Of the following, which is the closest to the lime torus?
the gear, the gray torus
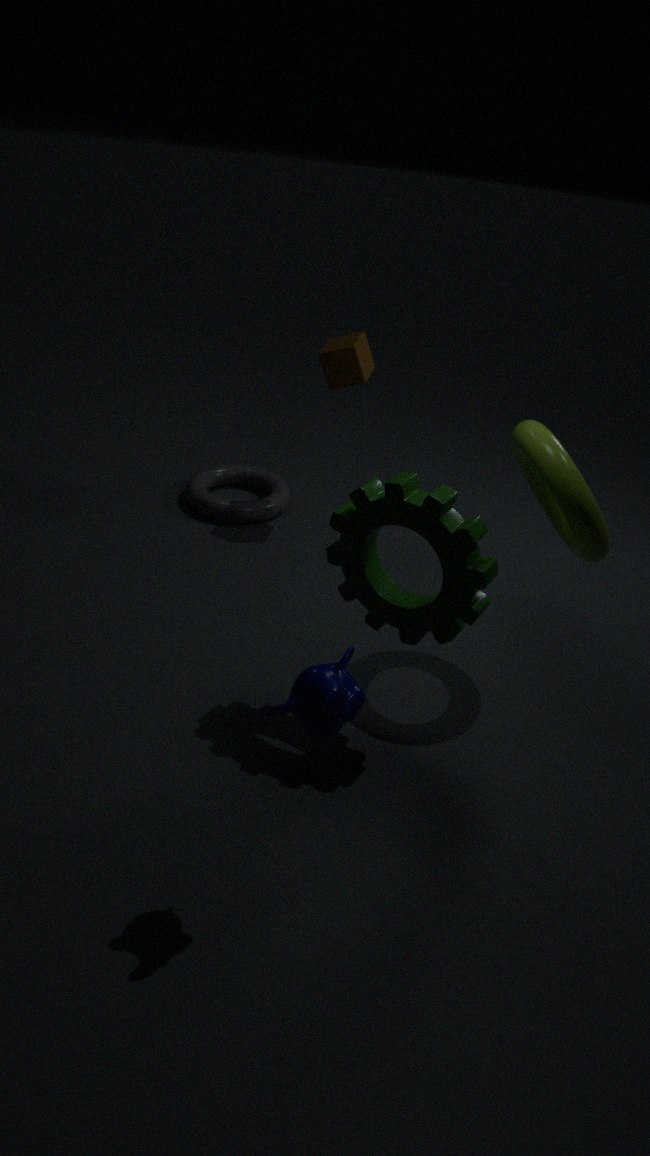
the gear
